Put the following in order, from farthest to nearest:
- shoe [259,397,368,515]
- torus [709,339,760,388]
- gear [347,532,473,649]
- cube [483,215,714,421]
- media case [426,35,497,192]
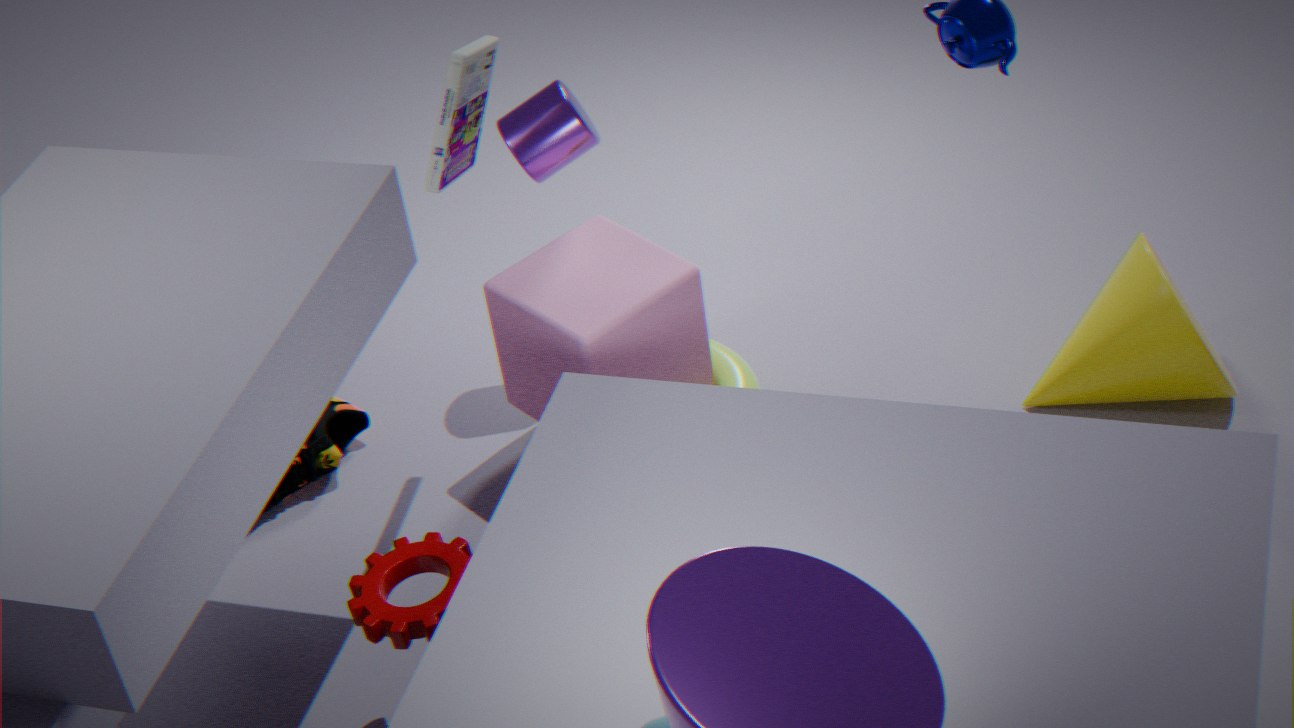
torus [709,339,760,388] < shoe [259,397,368,515] < cube [483,215,714,421] < media case [426,35,497,192] < gear [347,532,473,649]
